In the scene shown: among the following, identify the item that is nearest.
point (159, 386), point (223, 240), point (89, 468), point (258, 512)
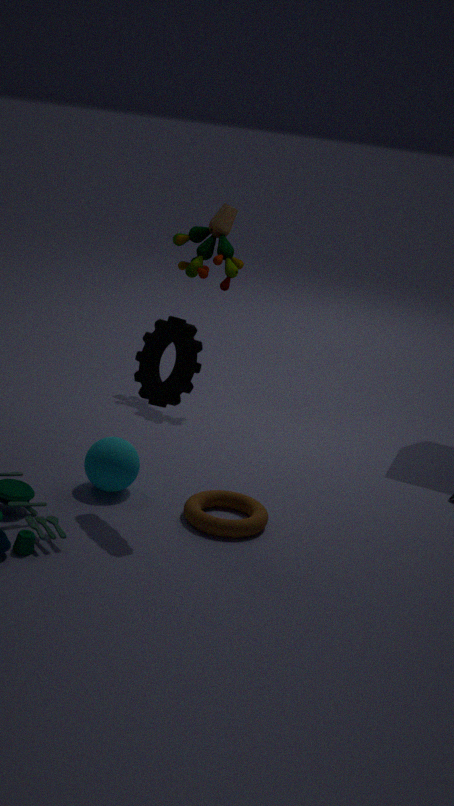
point (159, 386)
